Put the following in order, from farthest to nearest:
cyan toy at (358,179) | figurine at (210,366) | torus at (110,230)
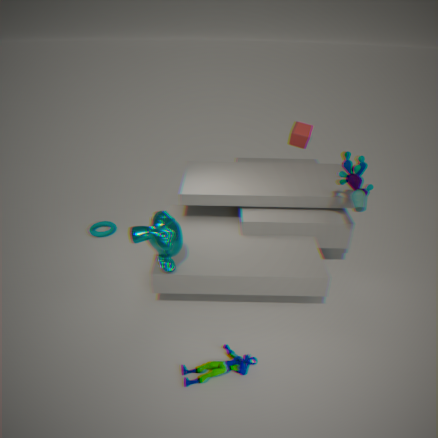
torus at (110,230) → cyan toy at (358,179) → figurine at (210,366)
